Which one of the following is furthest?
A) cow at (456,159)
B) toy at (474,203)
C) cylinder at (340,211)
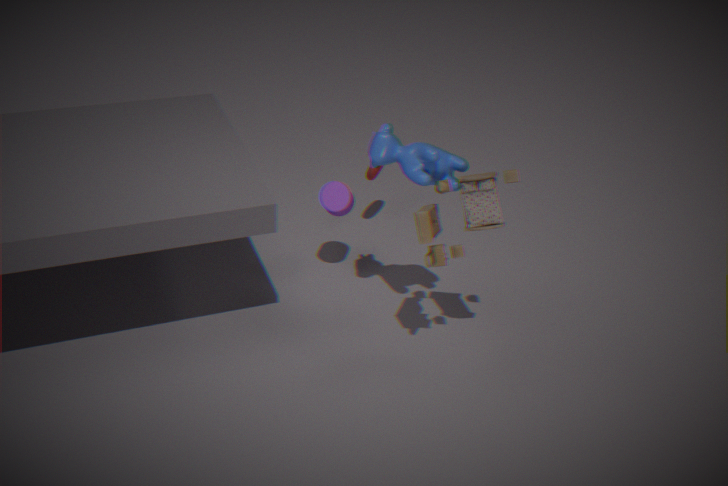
cylinder at (340,211)
